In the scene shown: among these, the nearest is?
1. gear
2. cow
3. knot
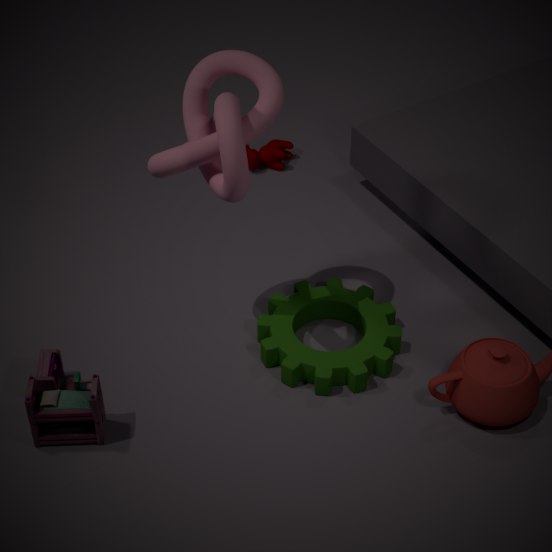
knot
